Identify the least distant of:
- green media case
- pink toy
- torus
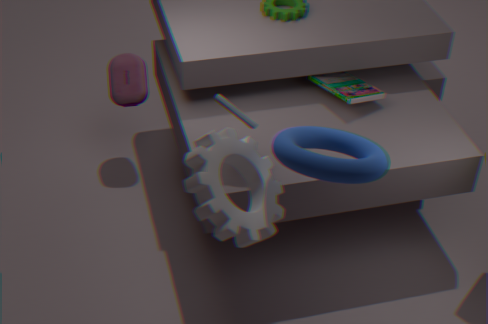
torus
